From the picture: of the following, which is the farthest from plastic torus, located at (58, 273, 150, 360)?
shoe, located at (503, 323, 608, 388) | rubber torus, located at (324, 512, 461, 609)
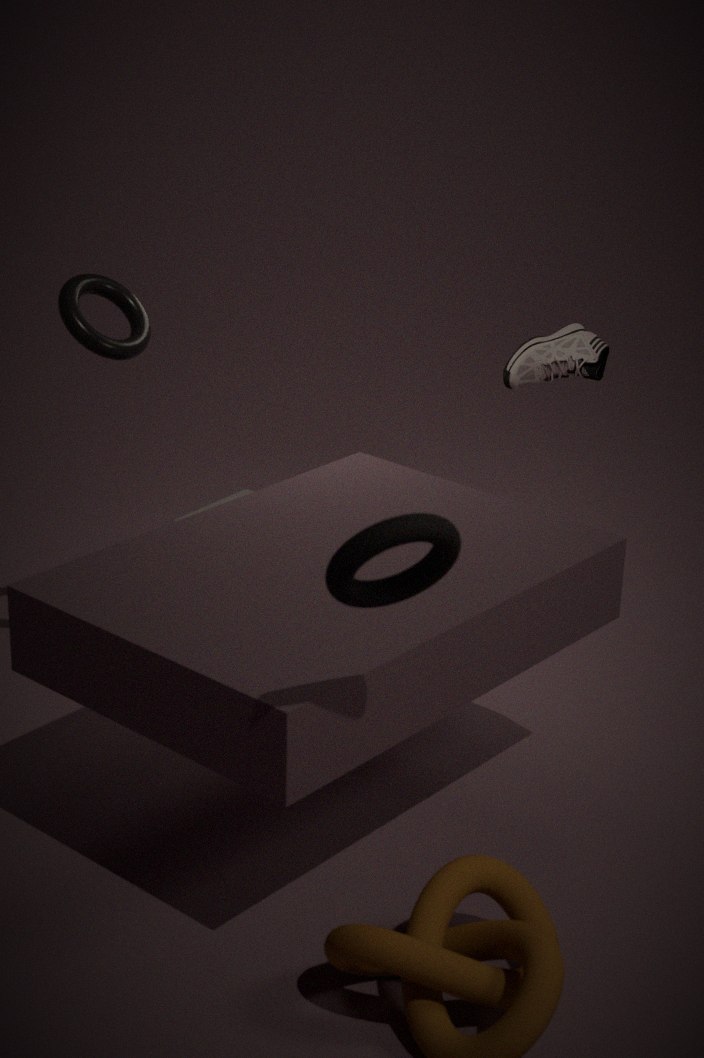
rubber torus, located at (324, 512, 461, 609)
